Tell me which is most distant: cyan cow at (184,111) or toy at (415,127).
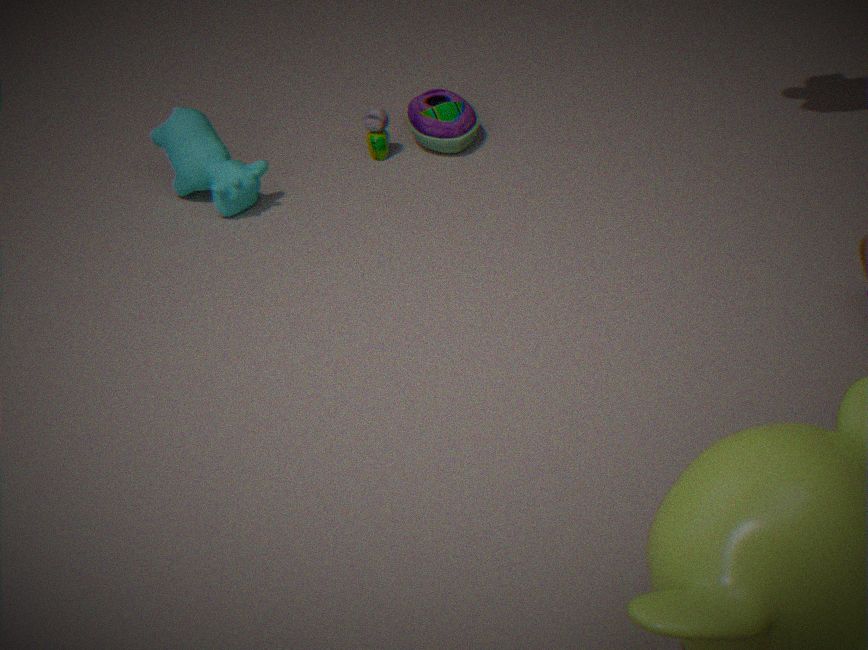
toy at (415,127)
